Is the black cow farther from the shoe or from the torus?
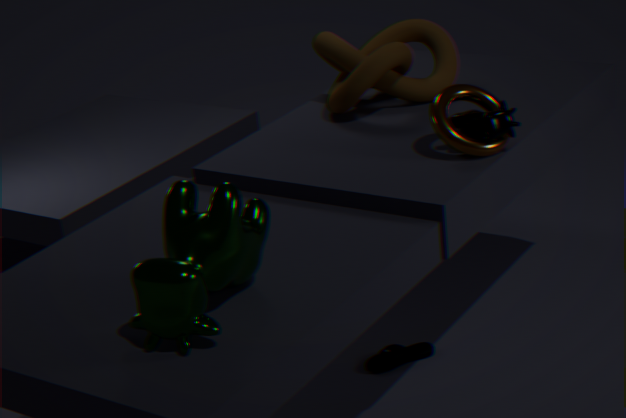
the shoe
